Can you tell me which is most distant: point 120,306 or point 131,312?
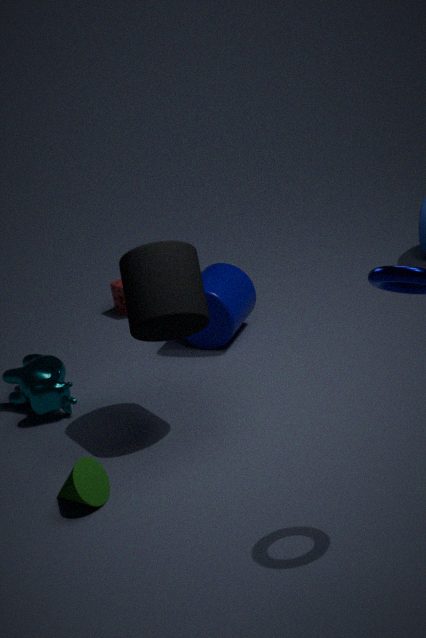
point 120,306
